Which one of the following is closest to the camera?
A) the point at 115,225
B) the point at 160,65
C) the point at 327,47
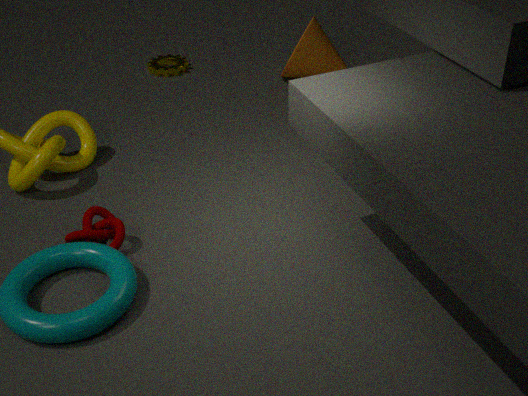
the point at 115,225
